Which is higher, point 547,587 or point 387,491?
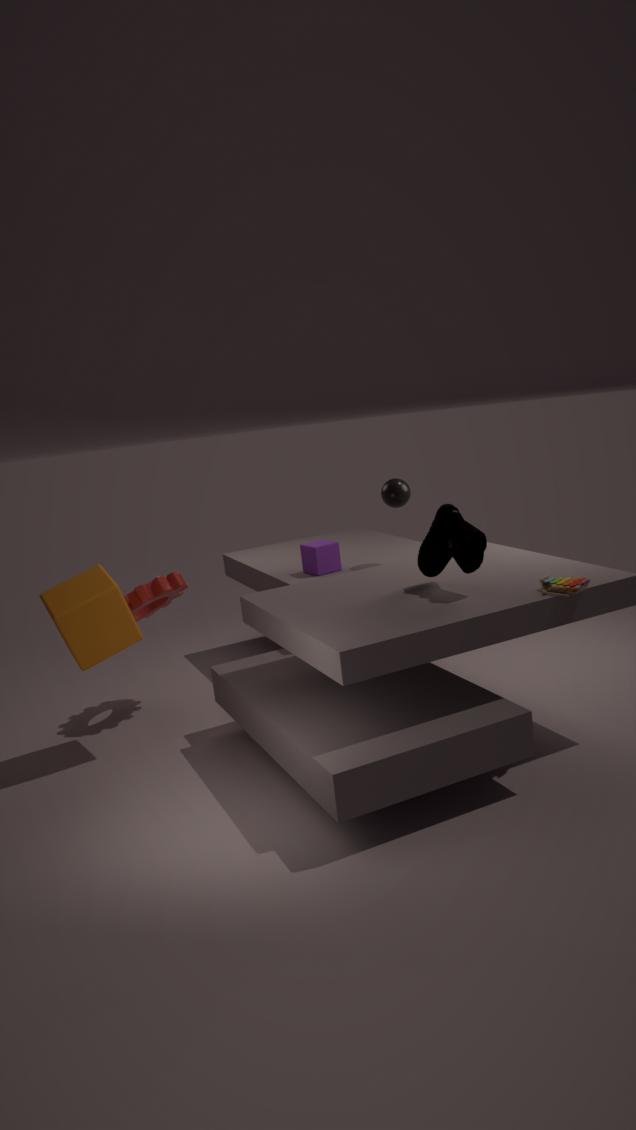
point 387,491
